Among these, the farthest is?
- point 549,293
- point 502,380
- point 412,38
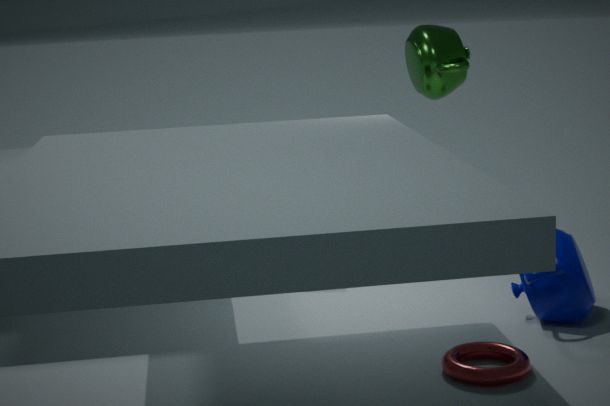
point 412,38
